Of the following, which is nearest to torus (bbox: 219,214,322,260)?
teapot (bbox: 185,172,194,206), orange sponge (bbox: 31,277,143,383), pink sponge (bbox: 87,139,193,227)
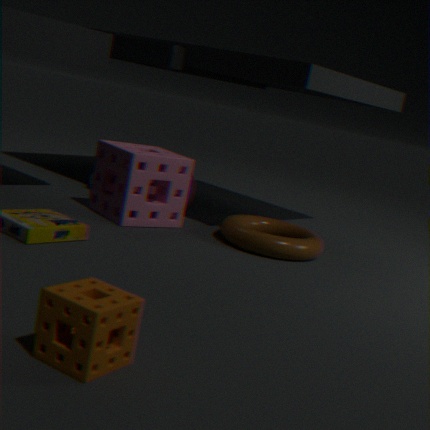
pink sponge (bbox: 87,139,193,227)
